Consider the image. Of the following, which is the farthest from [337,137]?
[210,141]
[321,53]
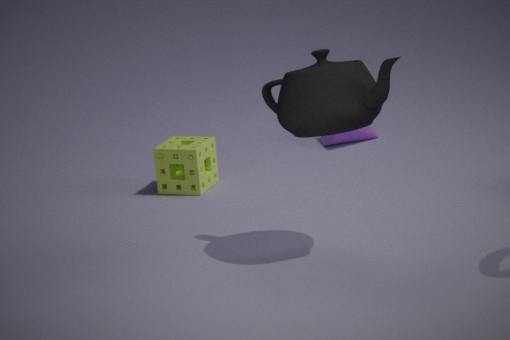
[321,53]
